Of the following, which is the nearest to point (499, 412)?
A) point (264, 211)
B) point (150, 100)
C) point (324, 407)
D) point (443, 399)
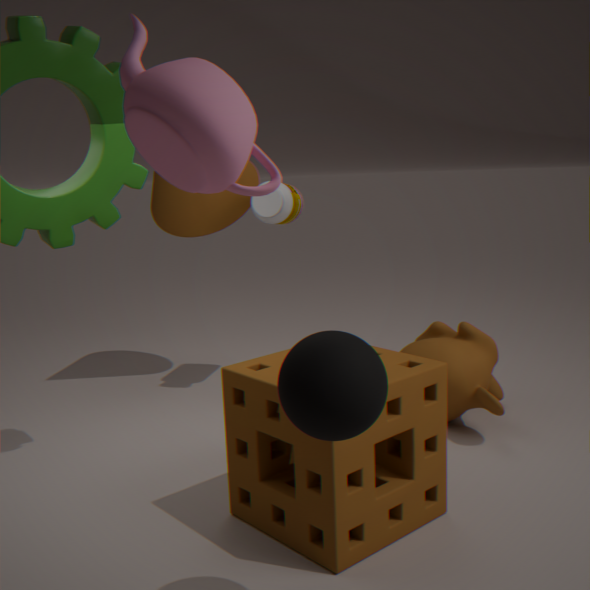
point (443, 399)
